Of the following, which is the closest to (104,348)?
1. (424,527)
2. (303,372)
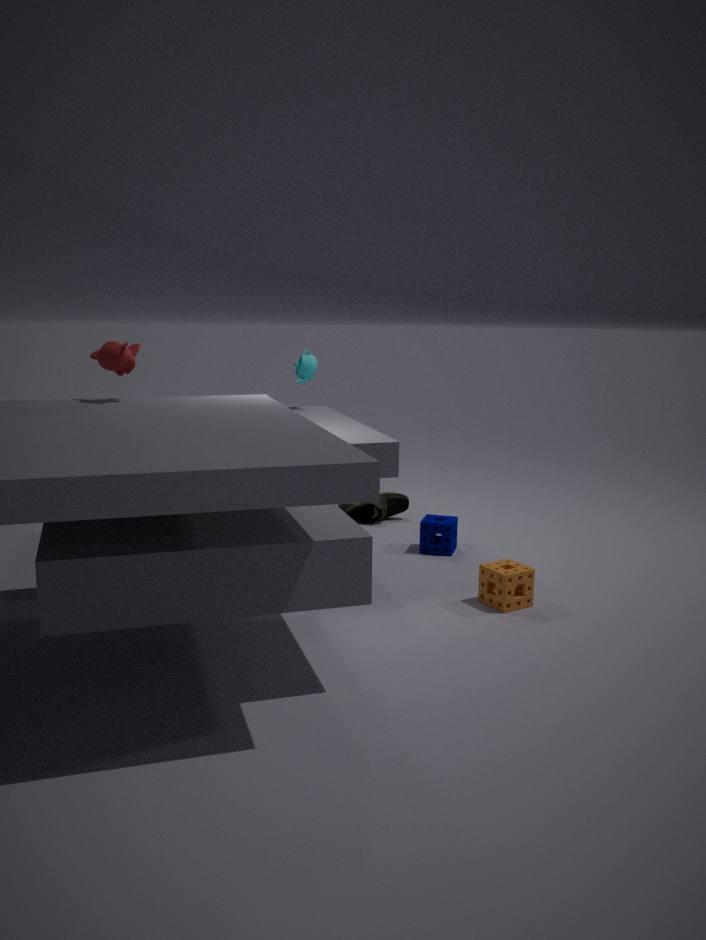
(303,372)
